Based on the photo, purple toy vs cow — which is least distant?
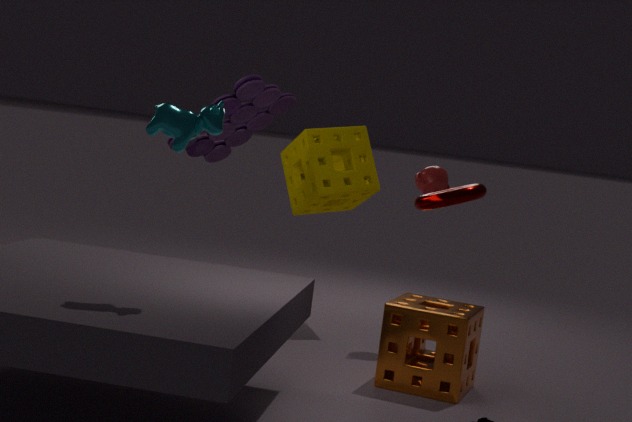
cow
